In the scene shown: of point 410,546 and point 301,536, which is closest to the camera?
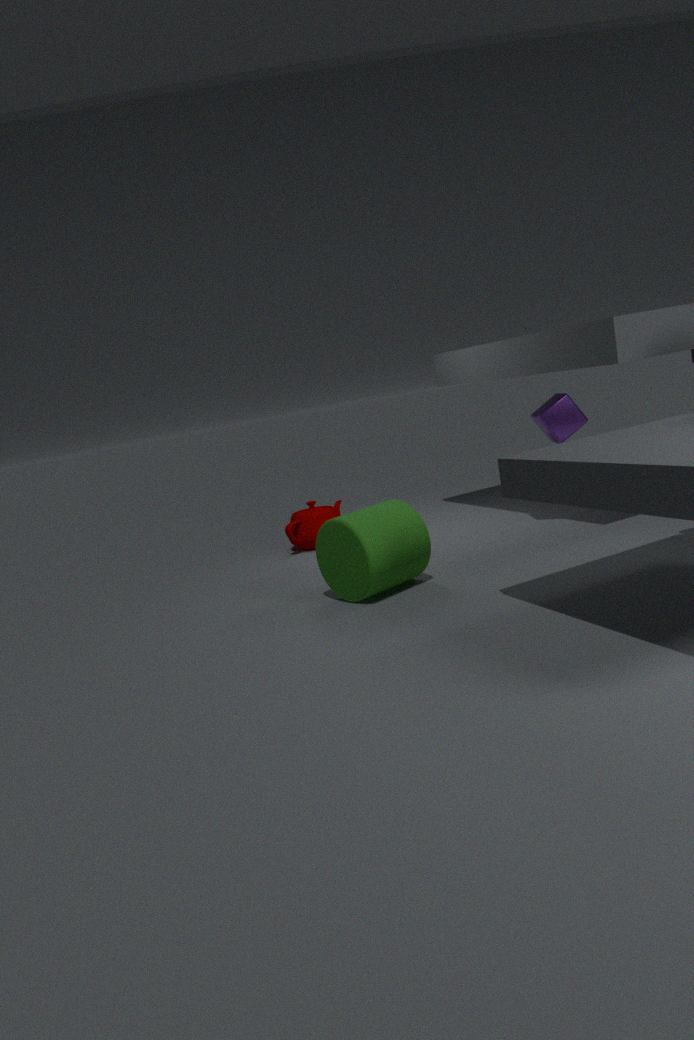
point 410,546
